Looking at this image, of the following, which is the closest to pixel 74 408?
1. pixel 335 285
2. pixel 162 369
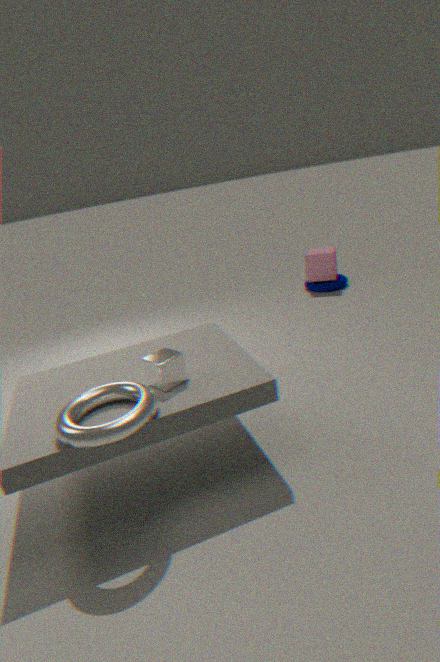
pixel 162 369
